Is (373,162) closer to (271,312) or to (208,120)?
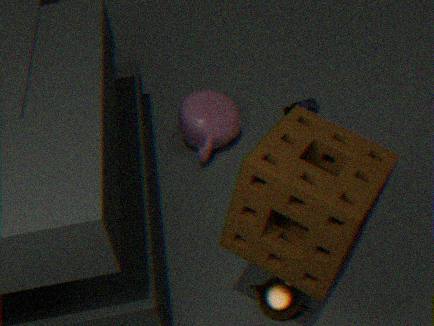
(271,312)
